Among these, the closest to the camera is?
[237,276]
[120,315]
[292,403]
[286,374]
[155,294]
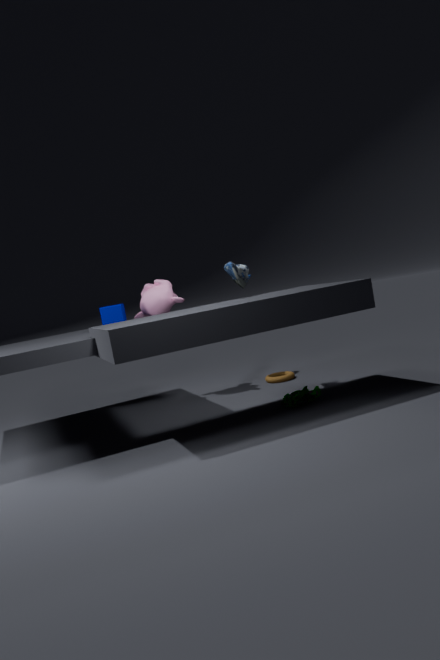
[292,403]
